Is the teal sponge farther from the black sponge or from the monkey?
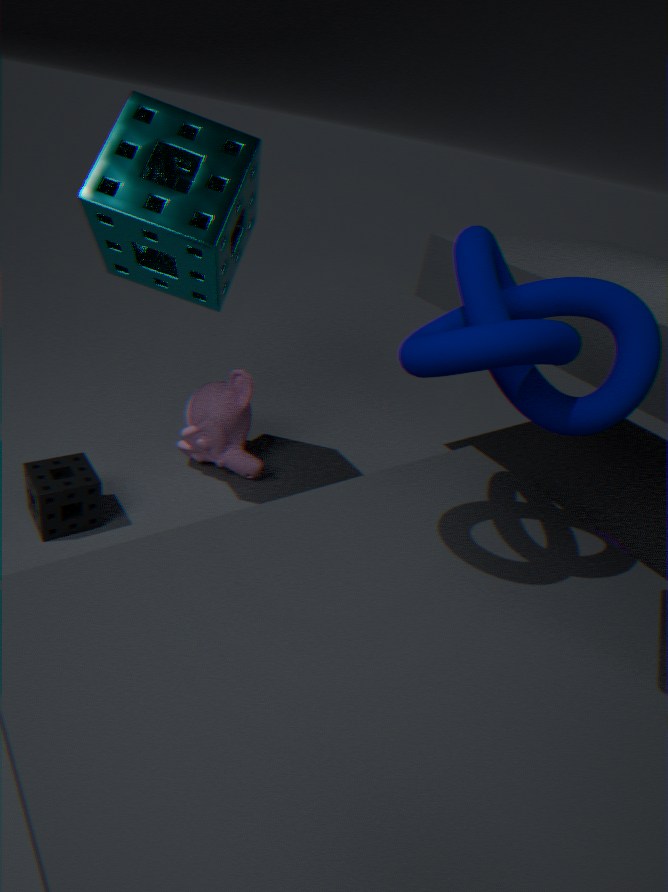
the black sponge
